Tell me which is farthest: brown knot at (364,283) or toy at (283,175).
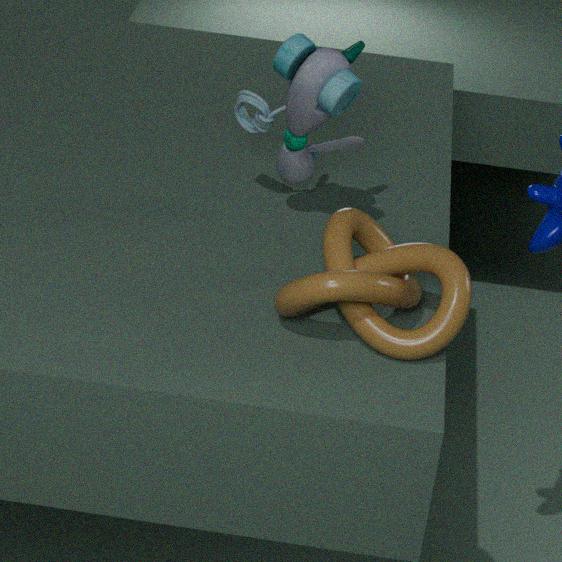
toy at (283,175)
